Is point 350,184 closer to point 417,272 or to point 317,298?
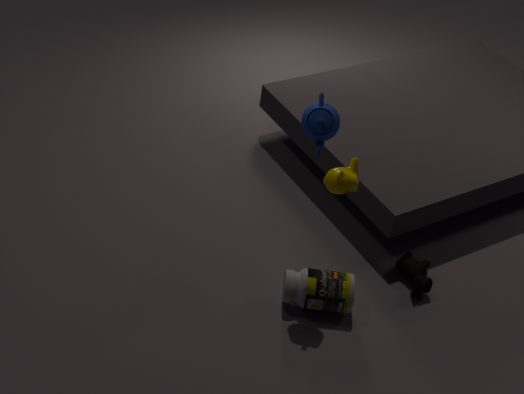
point 317,298
